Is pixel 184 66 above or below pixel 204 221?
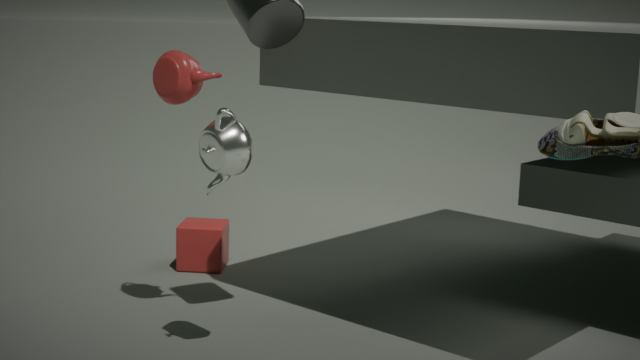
above
